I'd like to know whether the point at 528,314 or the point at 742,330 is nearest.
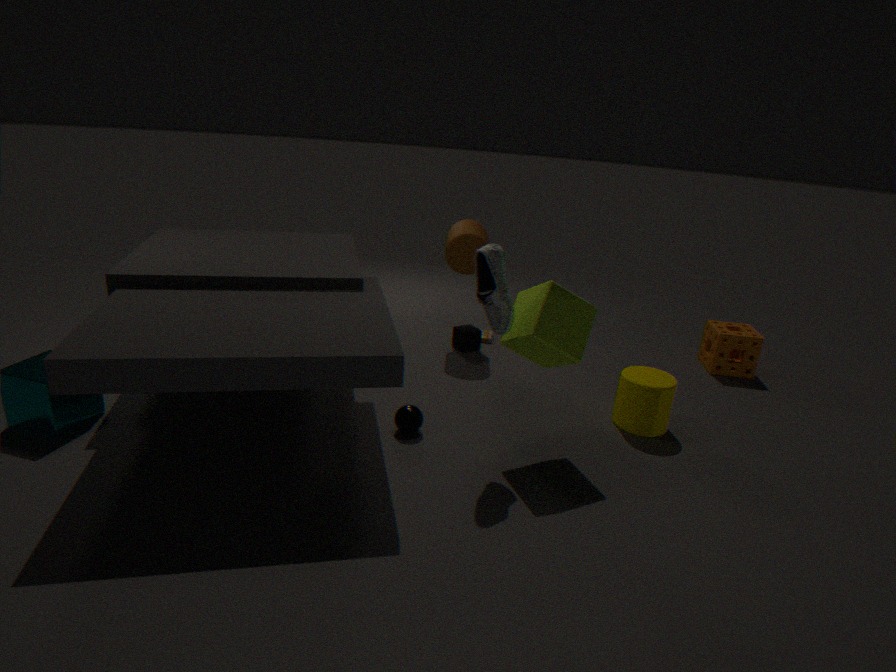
the point at 528,314
